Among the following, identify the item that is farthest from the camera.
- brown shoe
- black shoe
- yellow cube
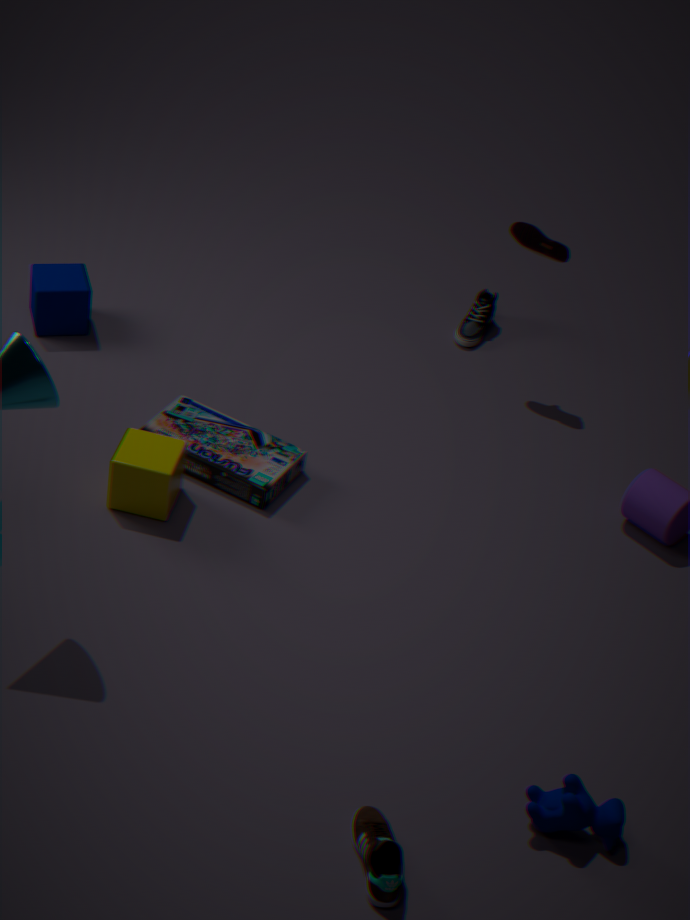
black shoe
